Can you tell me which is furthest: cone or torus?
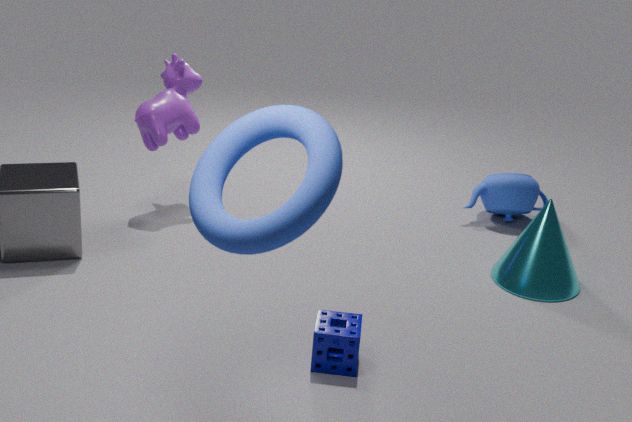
cone
